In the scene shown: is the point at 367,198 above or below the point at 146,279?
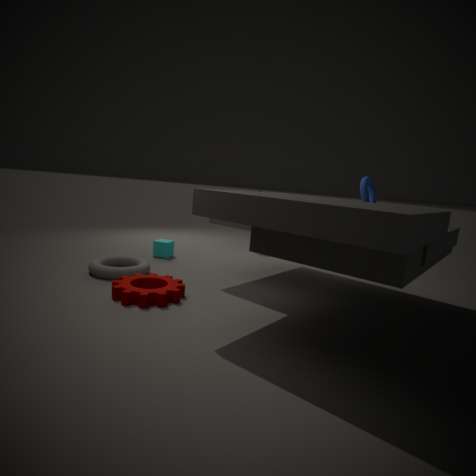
above
